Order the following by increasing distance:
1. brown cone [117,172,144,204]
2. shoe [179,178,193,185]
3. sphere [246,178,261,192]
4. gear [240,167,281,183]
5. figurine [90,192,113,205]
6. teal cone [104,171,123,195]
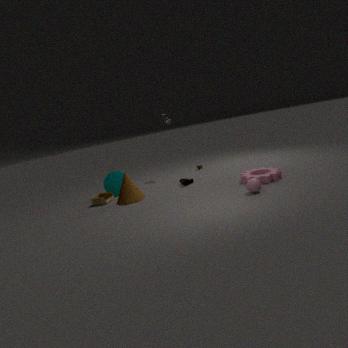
sphere [246,178,261,192]
gear [240,167,281,183]
brown cone [117,172,144,204]
figurine [90,192,113,205]
shoe [179,178,193,185]
teal cone [104,171,123,195]
